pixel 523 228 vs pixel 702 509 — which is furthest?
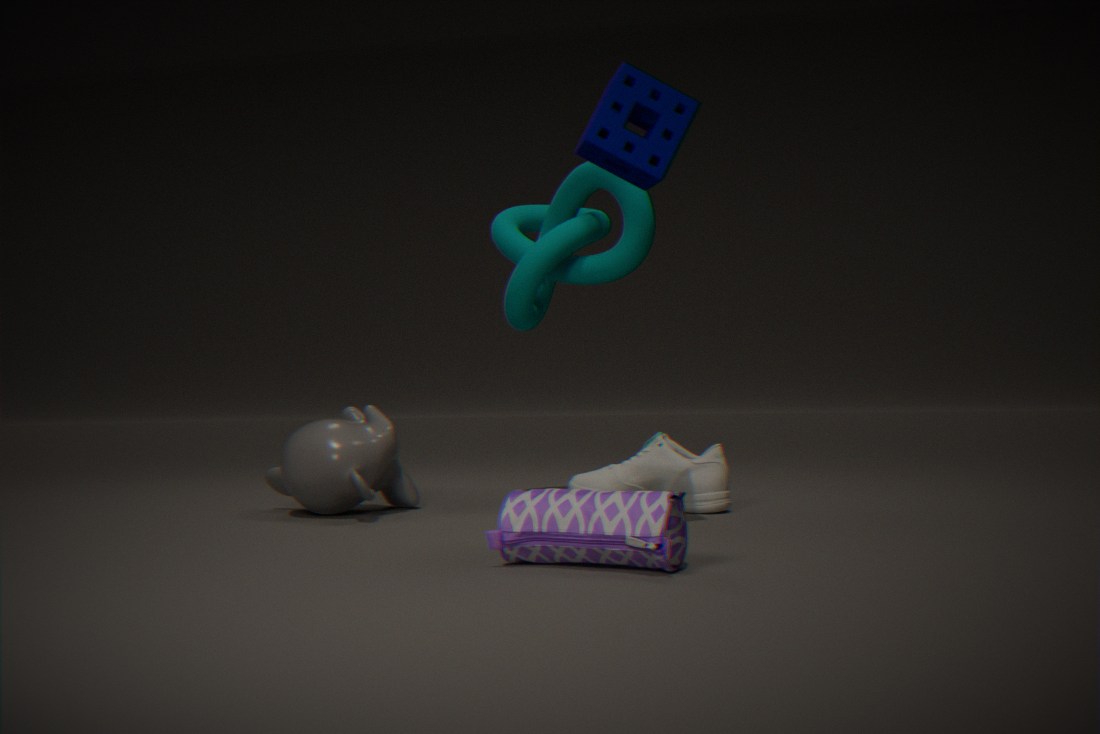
pixel 523 228
